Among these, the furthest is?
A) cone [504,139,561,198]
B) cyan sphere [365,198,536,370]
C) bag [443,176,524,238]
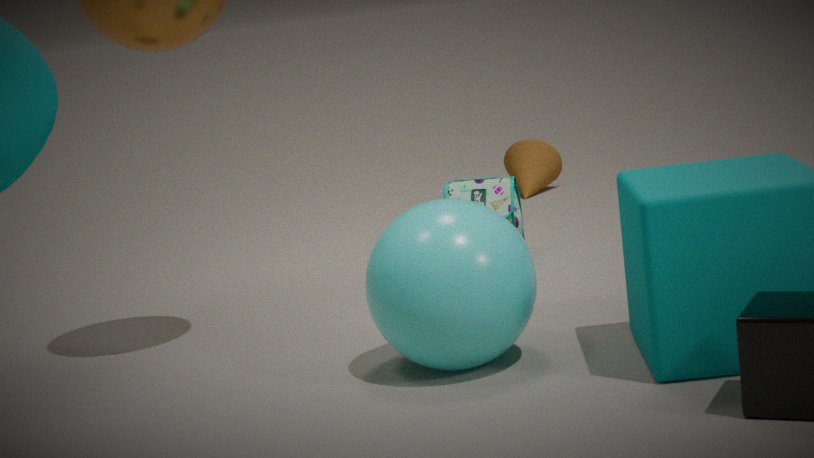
cone [504,139,561,198]
